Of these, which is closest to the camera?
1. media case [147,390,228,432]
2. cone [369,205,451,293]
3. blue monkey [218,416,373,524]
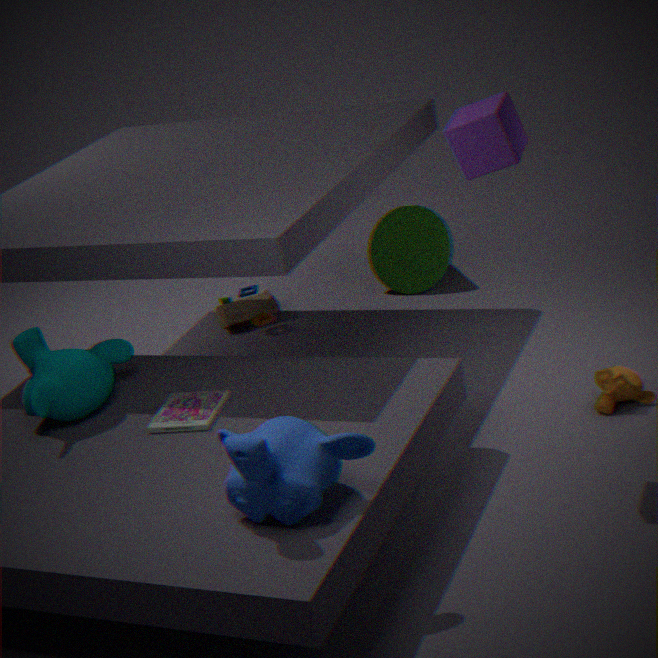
blue monkey [218,416,373,524]
